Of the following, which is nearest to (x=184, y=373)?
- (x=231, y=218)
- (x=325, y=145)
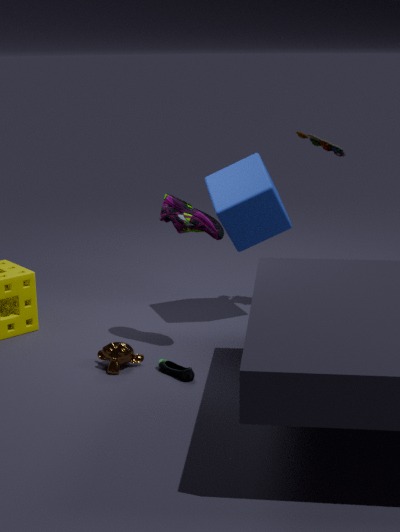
(x=231, y=218)
